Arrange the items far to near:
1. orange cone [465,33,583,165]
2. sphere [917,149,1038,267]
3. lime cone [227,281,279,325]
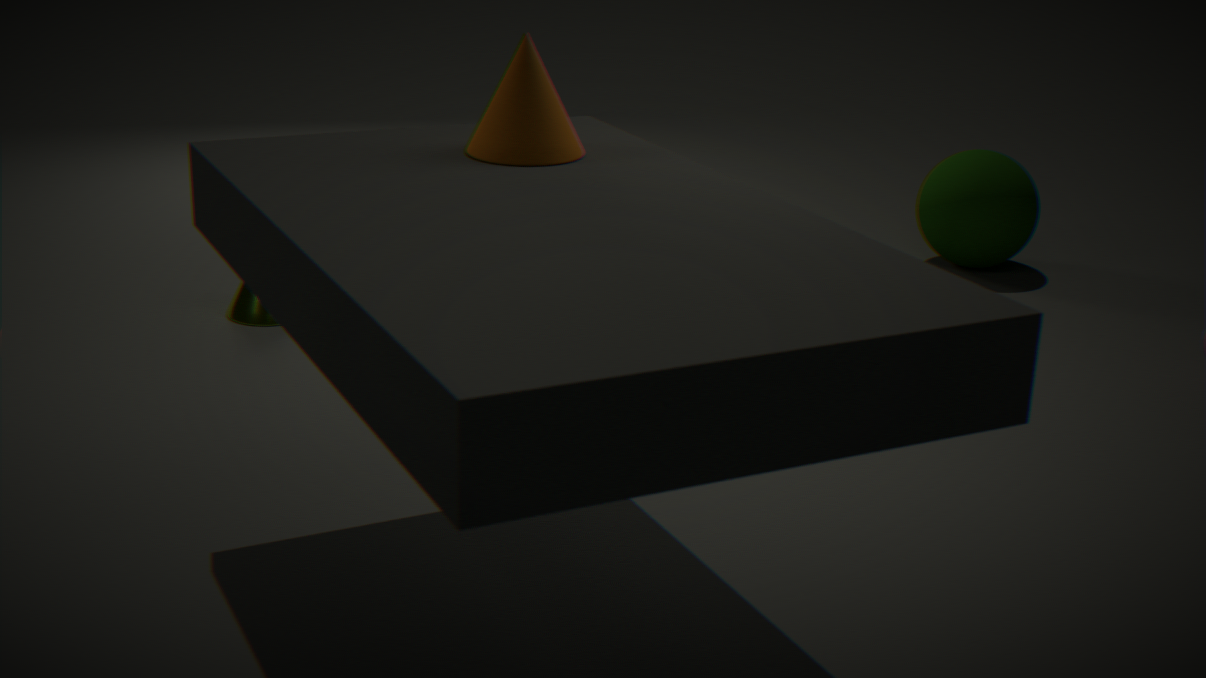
sphere [917,149,1038,267]
lime cone [227,281,279,325]
orange cone [465,33,583,165]
